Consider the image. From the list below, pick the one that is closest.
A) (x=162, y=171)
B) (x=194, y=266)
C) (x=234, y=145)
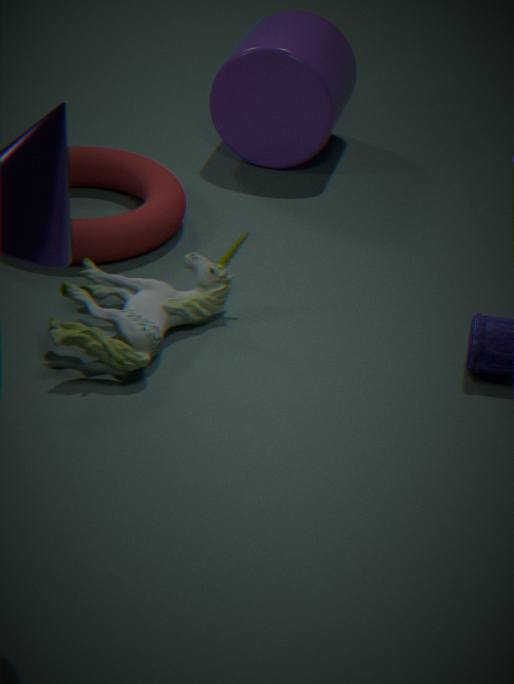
(x=194, y=266)
